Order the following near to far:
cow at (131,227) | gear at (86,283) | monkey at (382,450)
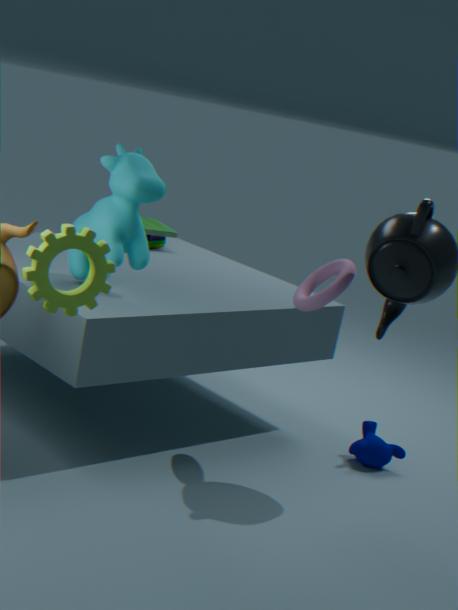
1. gear at (86,283)
2. cow at (131,227)
3. monkey at (382,450)
